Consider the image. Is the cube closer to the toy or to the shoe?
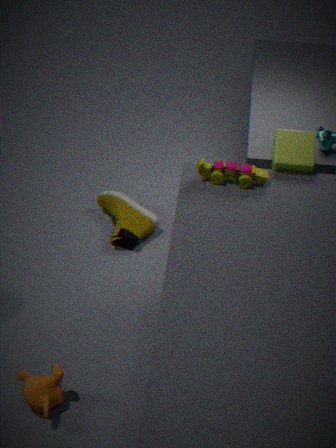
the toy
